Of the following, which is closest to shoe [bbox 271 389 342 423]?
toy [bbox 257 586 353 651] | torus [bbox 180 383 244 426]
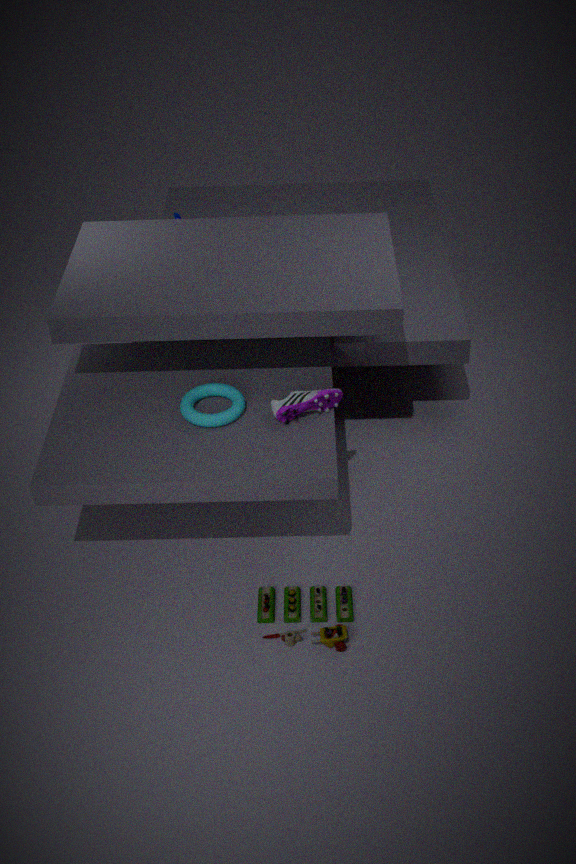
torus [bbox 180 383 244 426]
